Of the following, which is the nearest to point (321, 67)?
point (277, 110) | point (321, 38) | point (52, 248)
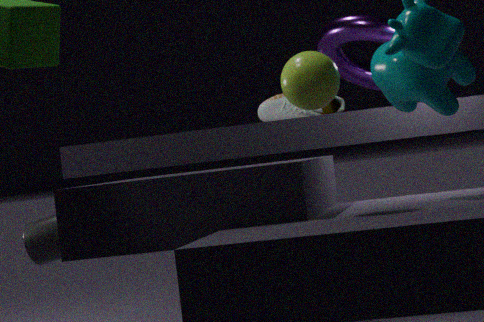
point (321, 38)
